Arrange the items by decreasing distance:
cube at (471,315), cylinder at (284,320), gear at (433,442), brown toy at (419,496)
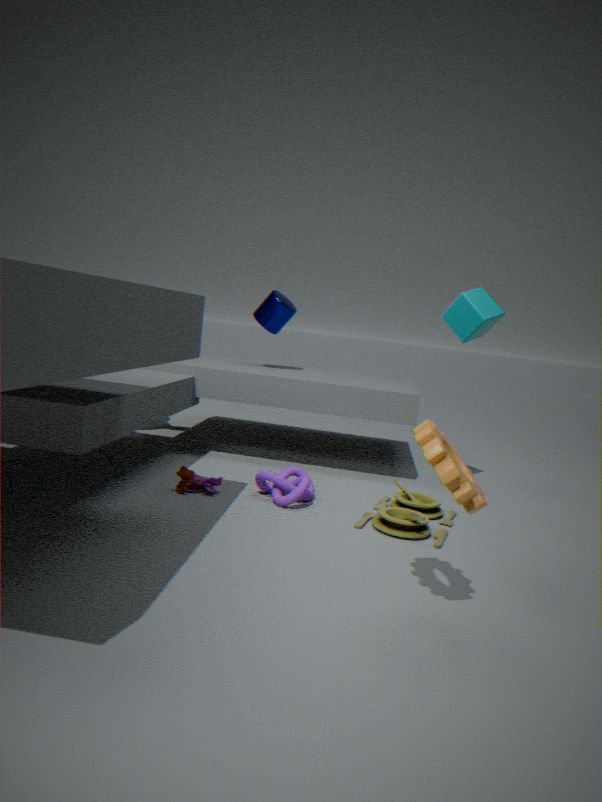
1. cylinder at (284,320)
2. cube at (471,315)
3. brown toy at (419,496)
4. gear at (433,442)
